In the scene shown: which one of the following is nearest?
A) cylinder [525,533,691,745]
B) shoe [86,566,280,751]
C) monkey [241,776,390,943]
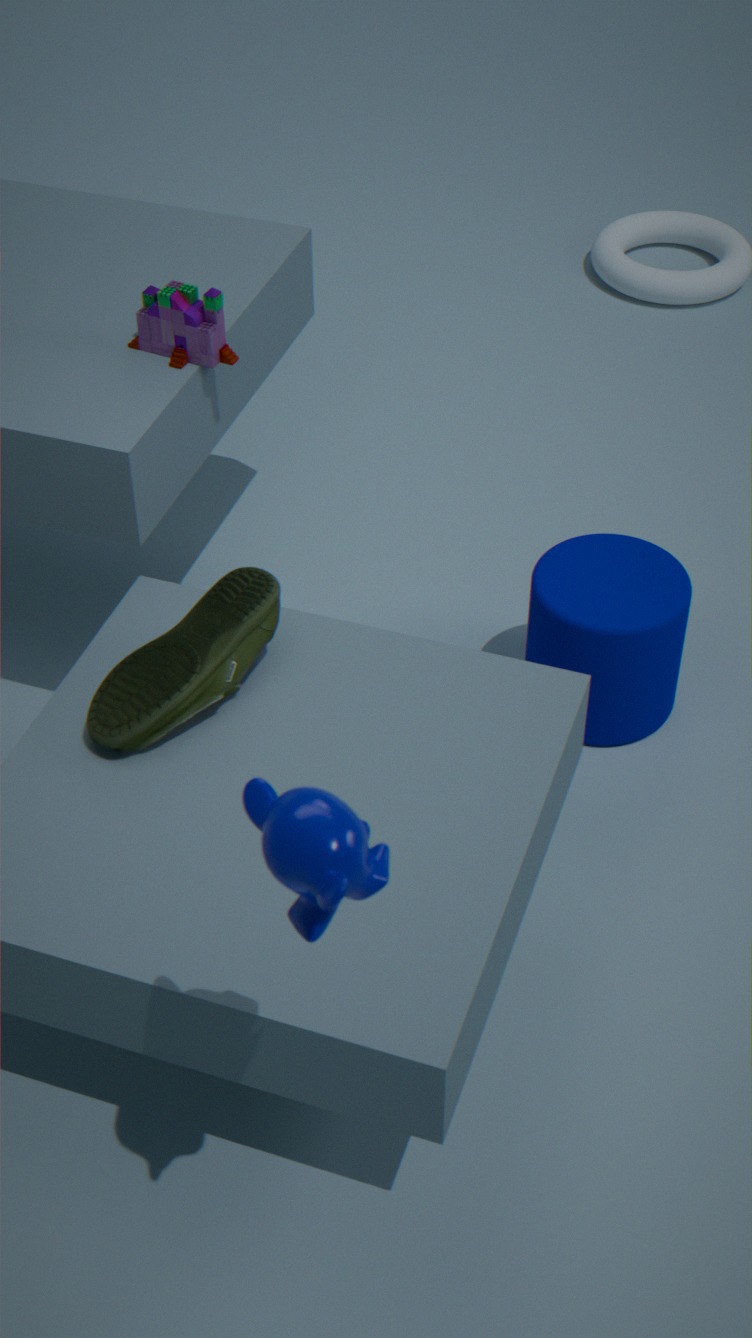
monkey [241,776,390,943]
